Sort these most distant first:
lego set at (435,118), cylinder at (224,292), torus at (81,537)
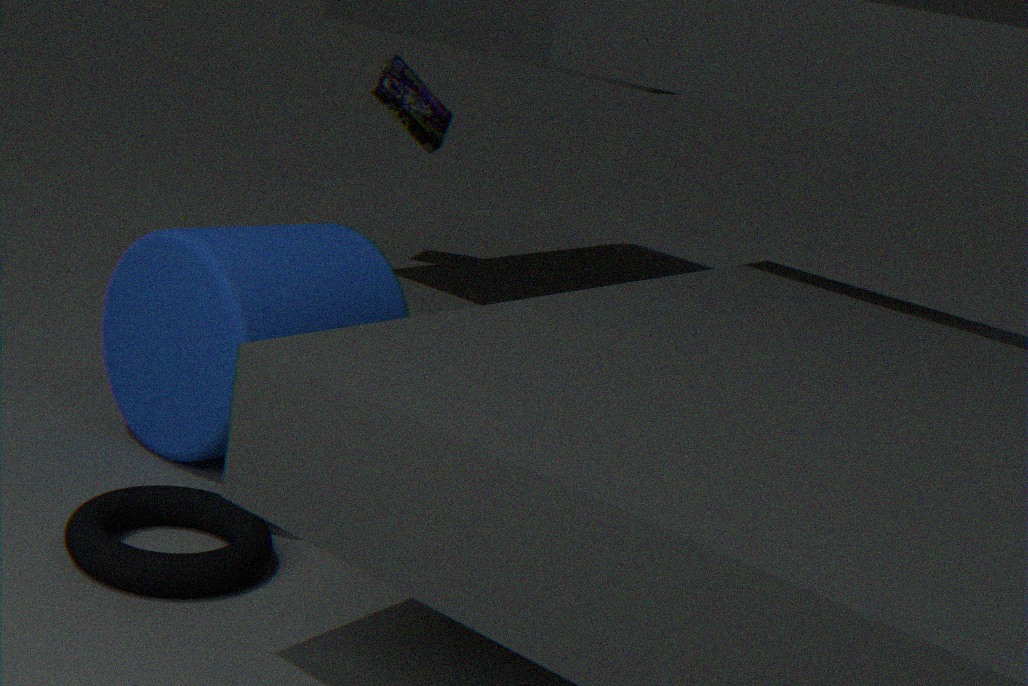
lego set at (435,118) → cylinder at (224,292) → torus at (81,537)
